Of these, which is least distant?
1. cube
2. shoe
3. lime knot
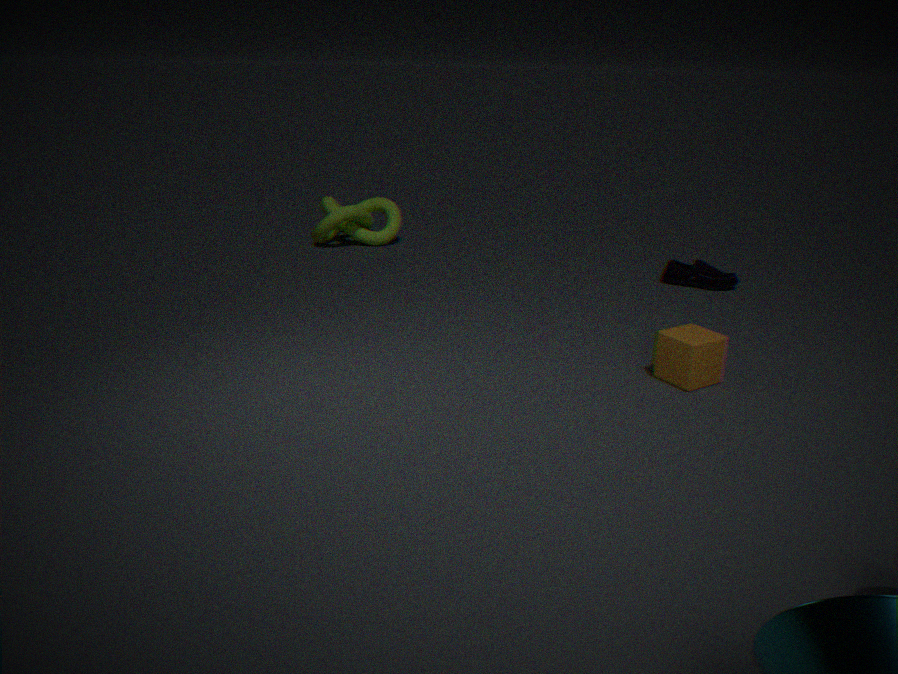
cube
